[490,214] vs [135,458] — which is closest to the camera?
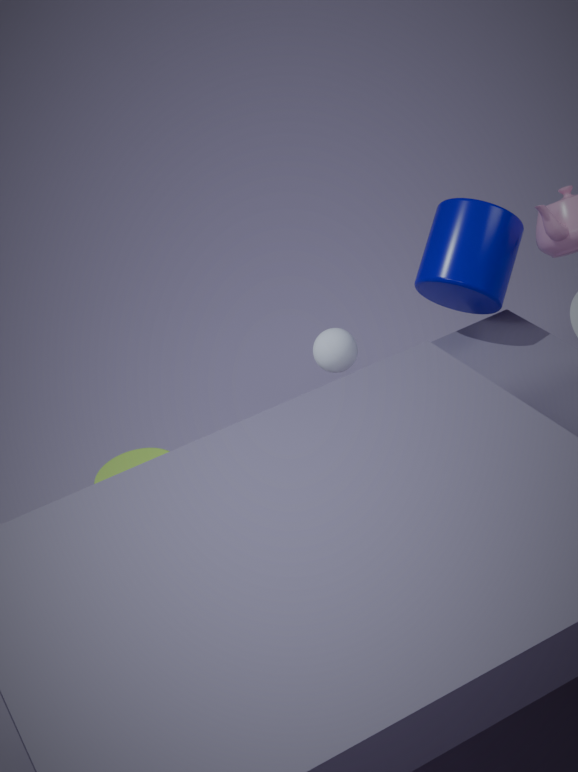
[490,214]
